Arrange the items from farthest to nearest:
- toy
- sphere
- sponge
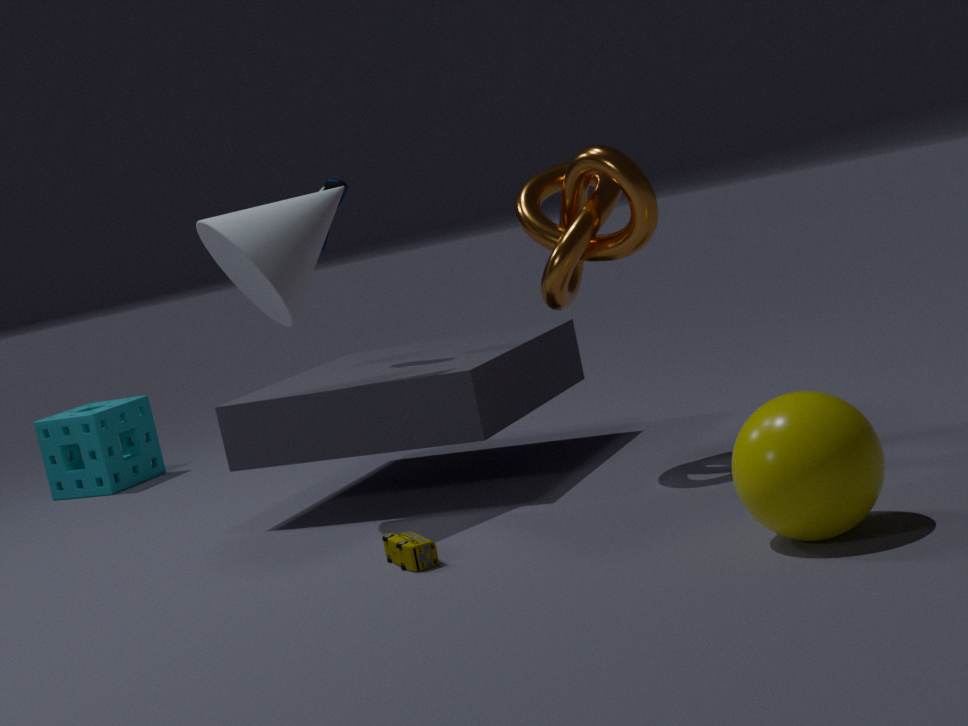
sponge
toy
sphere
